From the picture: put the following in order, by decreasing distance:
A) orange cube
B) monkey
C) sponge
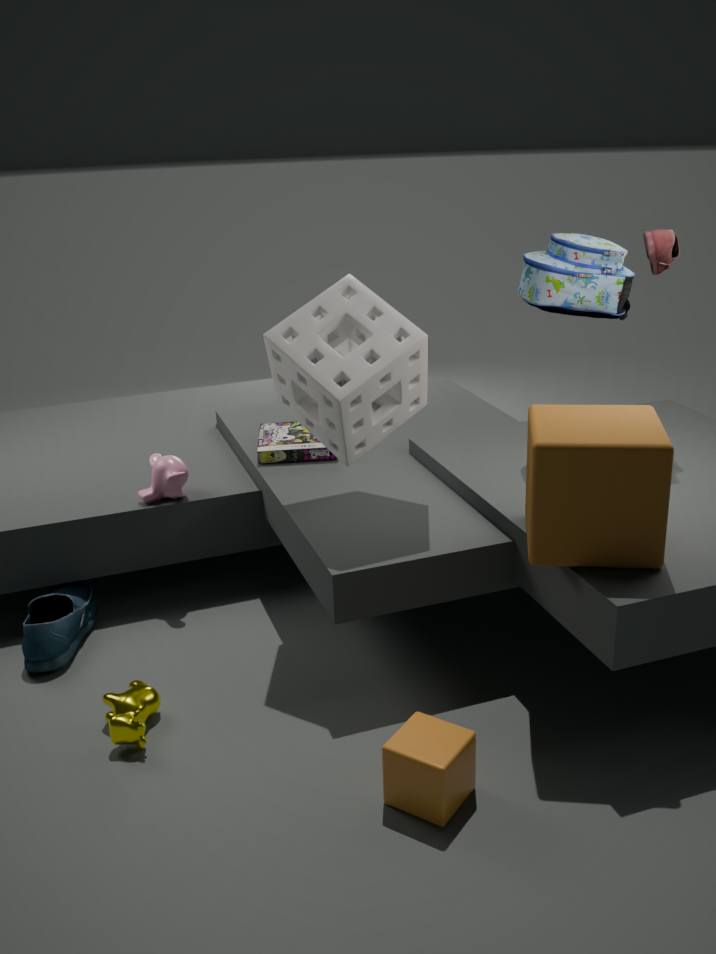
monkey < sponge < orange cube
